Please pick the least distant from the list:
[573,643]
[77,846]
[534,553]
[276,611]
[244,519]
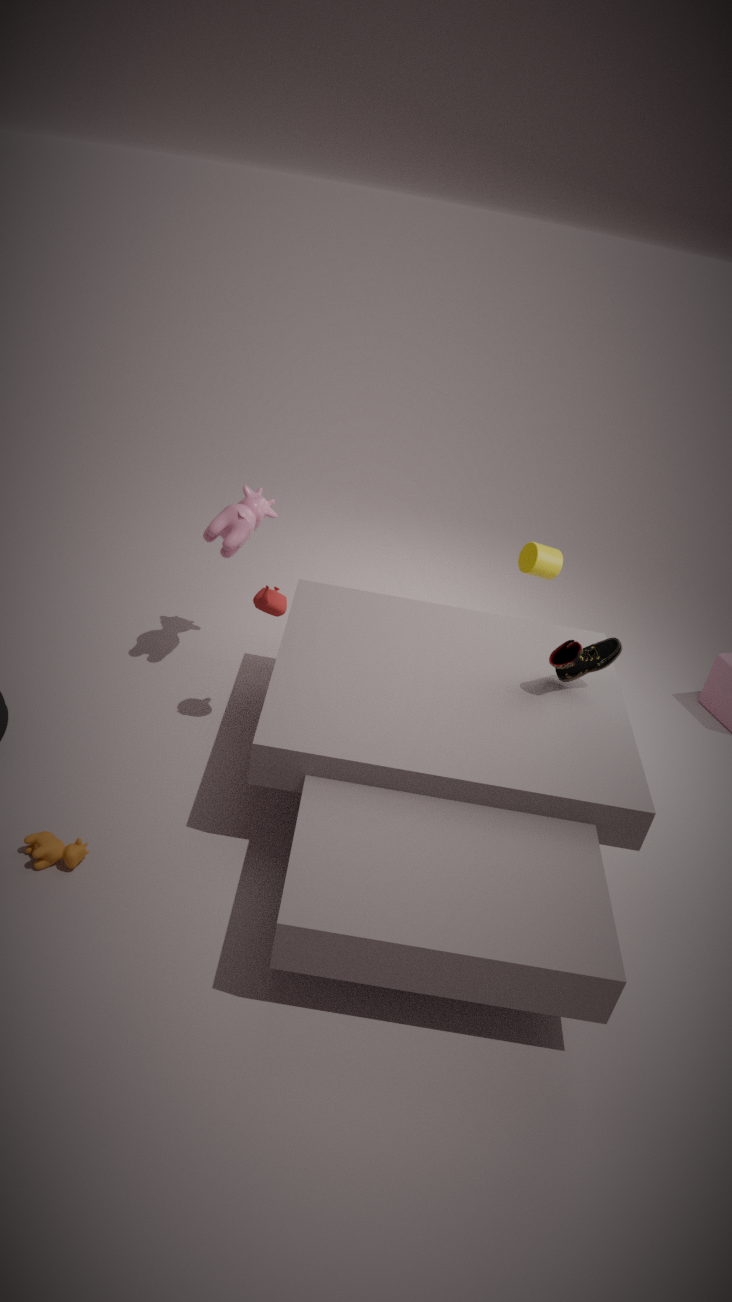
[77,846]
